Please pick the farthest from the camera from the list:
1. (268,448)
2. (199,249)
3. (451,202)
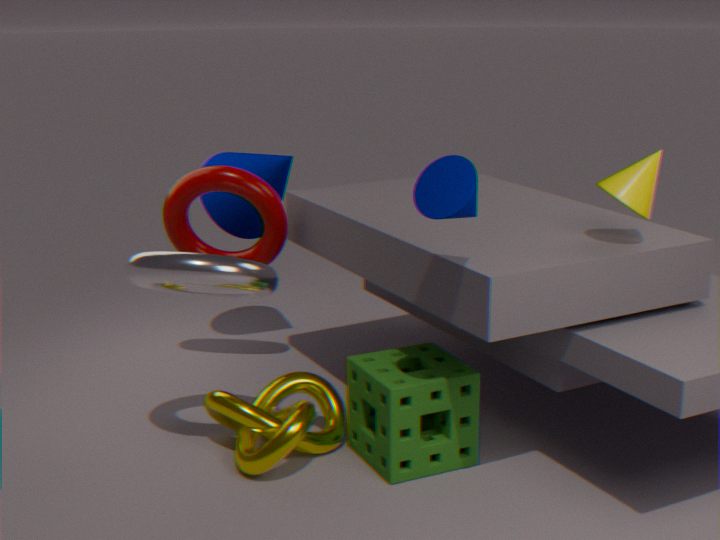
A: (199,249)
